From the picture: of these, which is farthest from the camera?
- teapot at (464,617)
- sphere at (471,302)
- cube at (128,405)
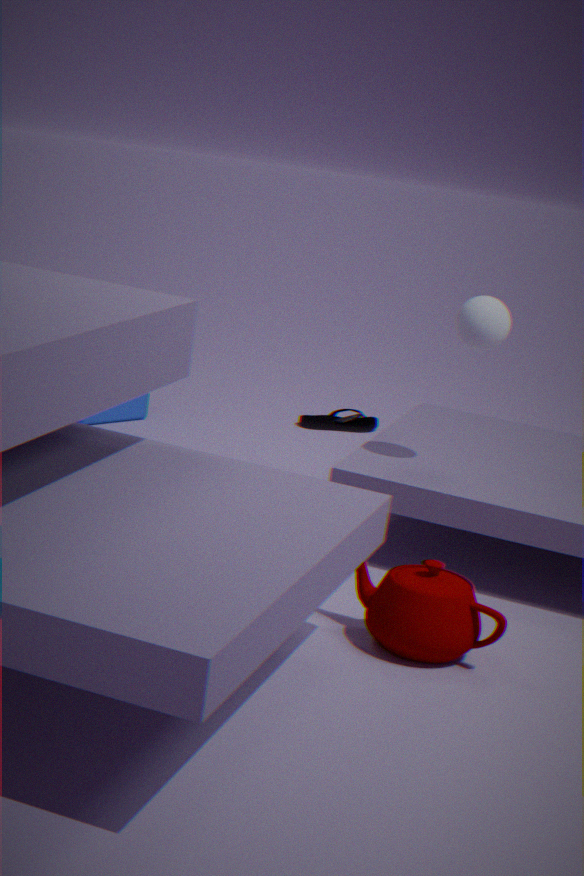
cube at (128,405)
